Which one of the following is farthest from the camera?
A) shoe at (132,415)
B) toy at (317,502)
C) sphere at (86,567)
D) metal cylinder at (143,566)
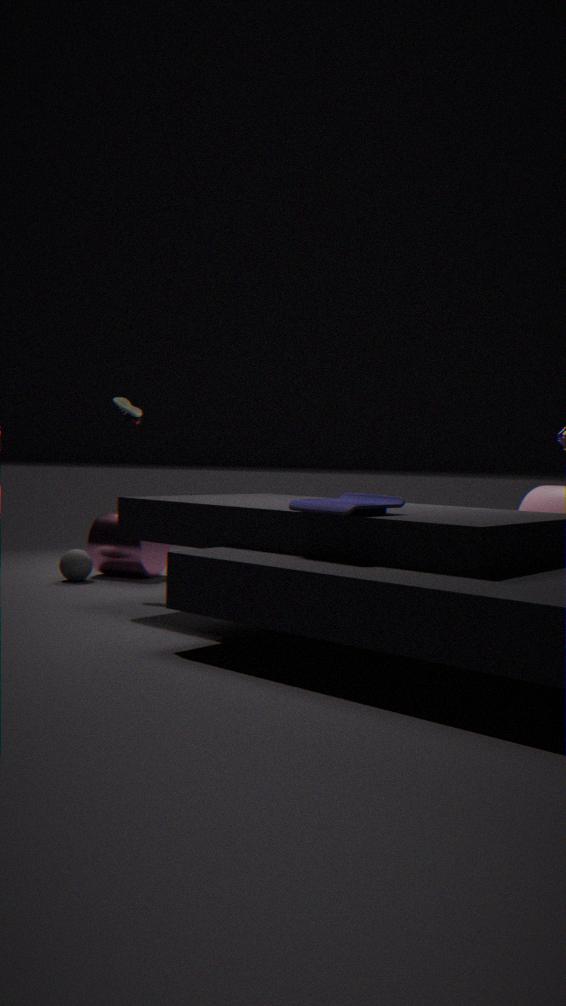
metal cylinder at (143,566)
